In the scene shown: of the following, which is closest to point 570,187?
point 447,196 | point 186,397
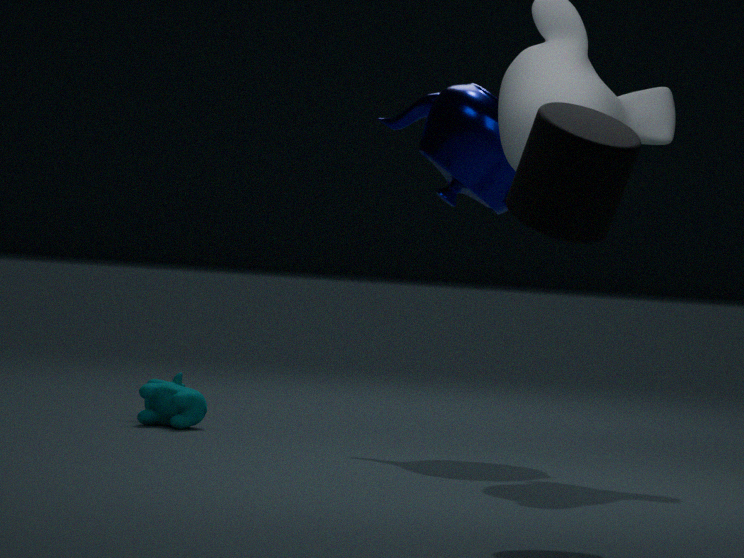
point 447,196
